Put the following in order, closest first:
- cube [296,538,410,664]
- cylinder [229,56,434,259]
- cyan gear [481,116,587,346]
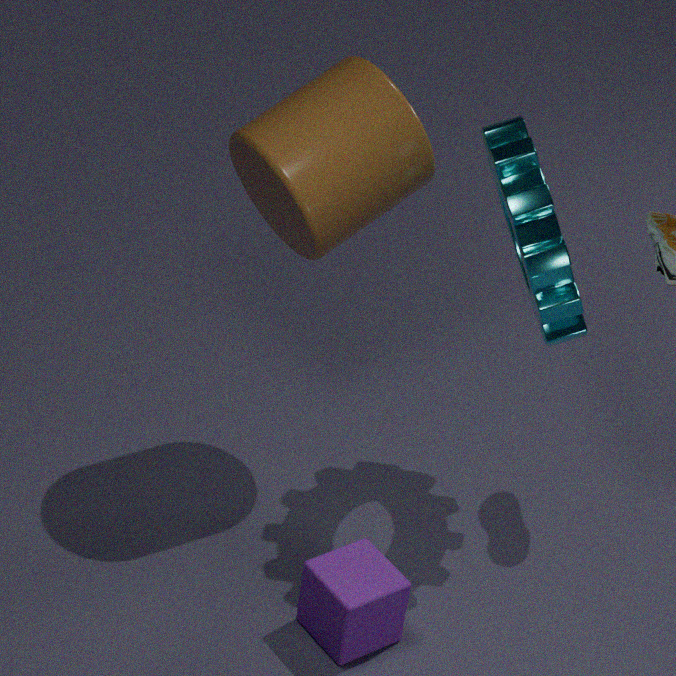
cube [296,538,410,664], cyan gear [481,116,587,346], cylinder [229,56,434,259]
